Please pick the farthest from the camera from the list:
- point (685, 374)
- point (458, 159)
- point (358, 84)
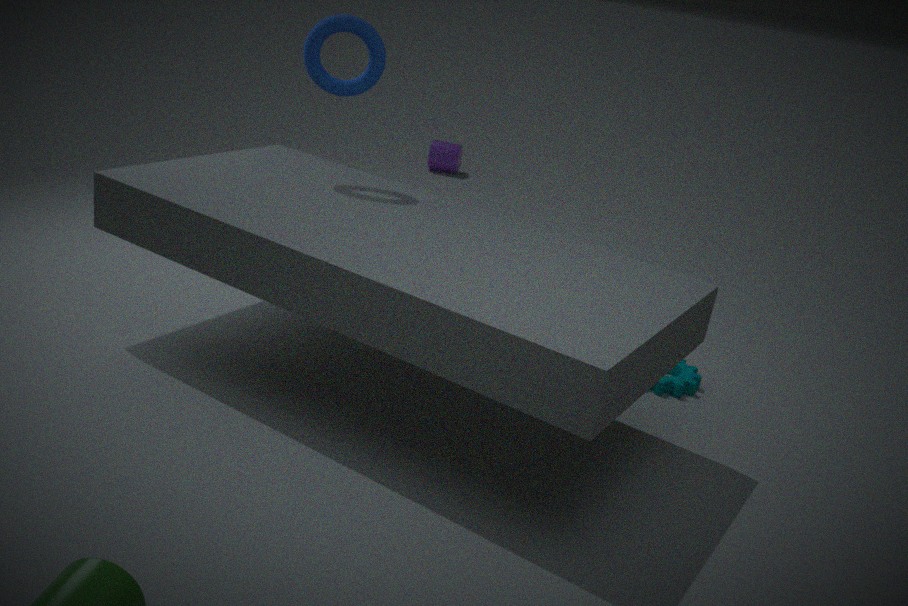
point (458, 159)
